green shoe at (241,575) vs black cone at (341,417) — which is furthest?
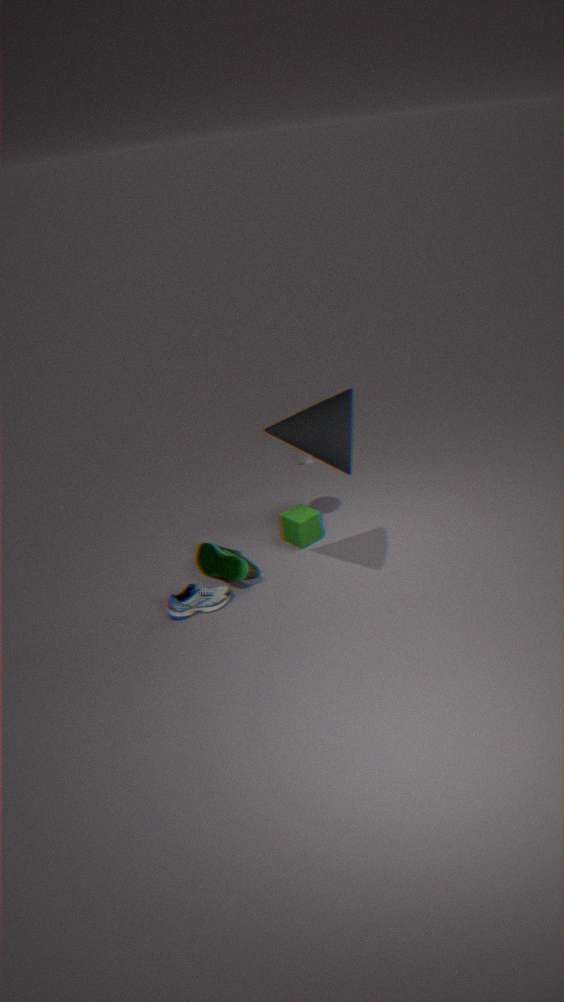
green shoe at (241,575)
